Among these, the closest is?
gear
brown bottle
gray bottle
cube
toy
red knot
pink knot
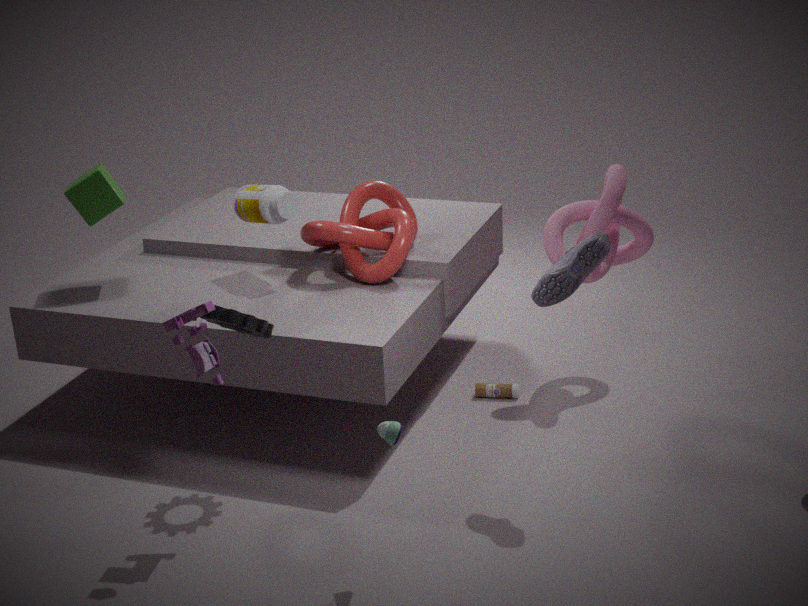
toy
